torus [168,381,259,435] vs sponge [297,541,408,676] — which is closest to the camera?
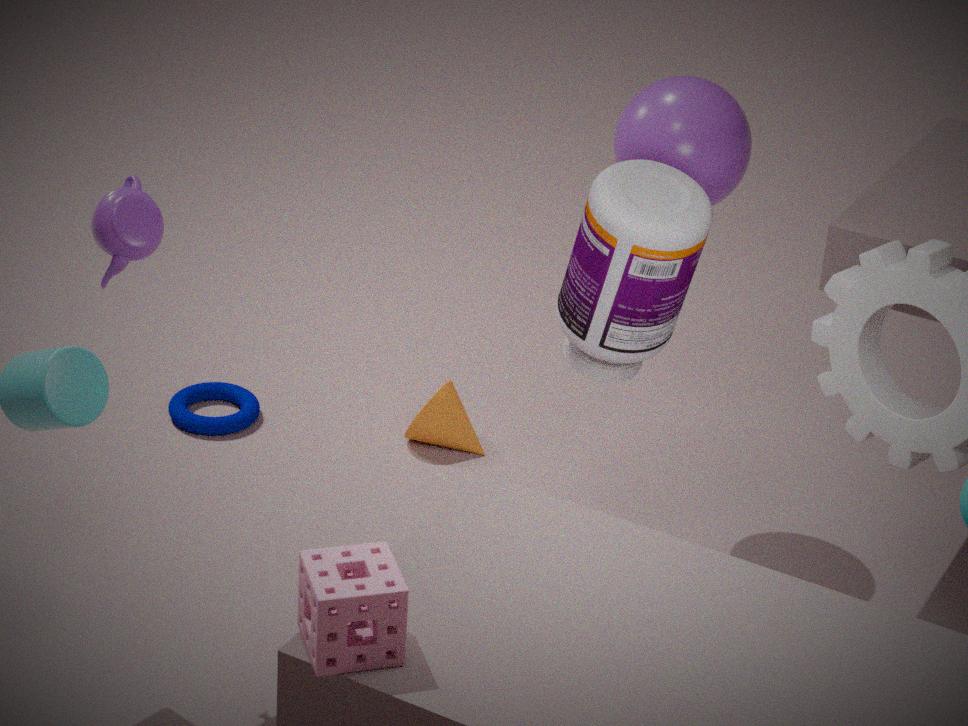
sponge [297,541,408,676]
